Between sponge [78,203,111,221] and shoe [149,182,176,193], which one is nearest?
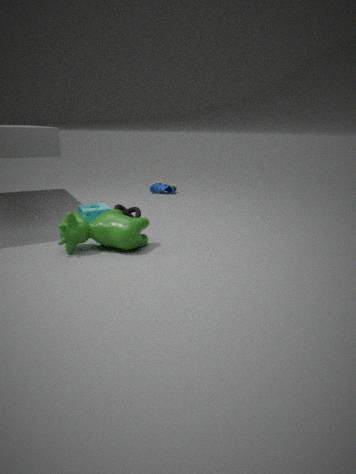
sponge [78,203,111,221]
